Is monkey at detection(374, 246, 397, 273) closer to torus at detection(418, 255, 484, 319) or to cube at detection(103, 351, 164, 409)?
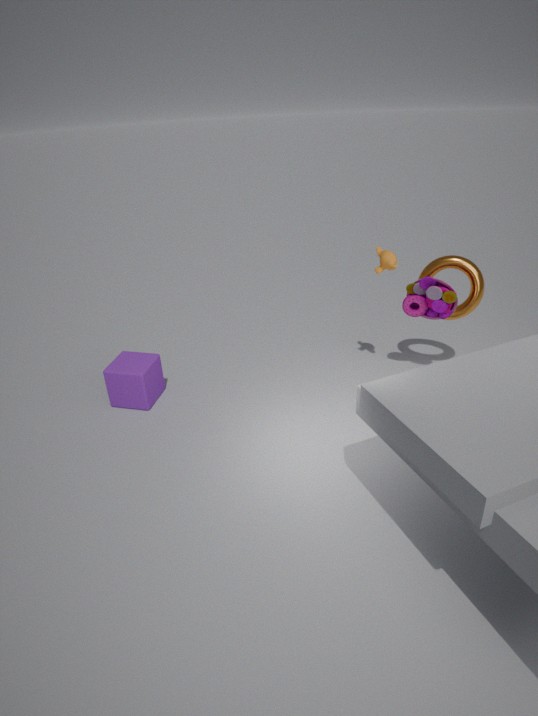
torus at detection(418, 255, 484, 319)
